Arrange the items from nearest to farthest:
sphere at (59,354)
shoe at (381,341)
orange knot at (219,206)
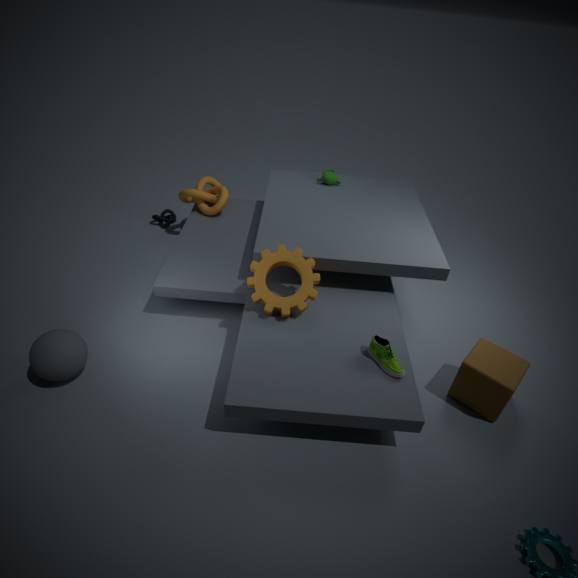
sphere at (59,354), shoe at (381,341), orange knot at (219,206)
